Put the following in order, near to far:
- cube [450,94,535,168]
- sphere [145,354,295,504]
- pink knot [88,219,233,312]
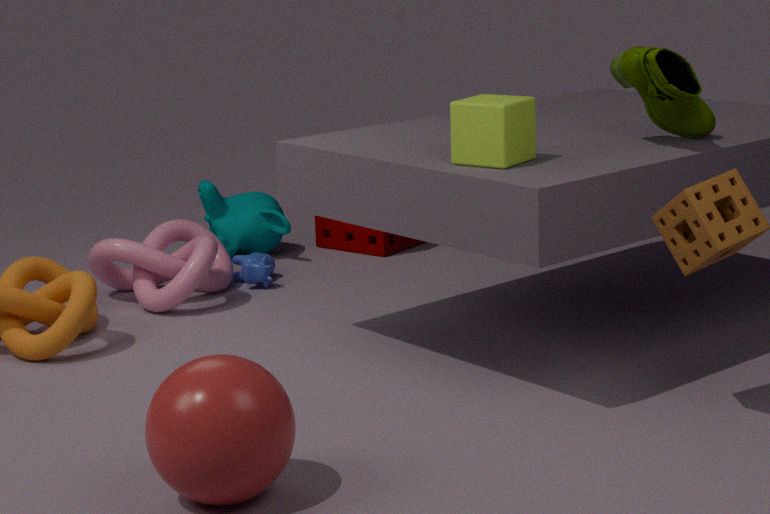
sphere [145,354,295,504], cube [450,94,535,168], pink knot [88,219,233,312]
